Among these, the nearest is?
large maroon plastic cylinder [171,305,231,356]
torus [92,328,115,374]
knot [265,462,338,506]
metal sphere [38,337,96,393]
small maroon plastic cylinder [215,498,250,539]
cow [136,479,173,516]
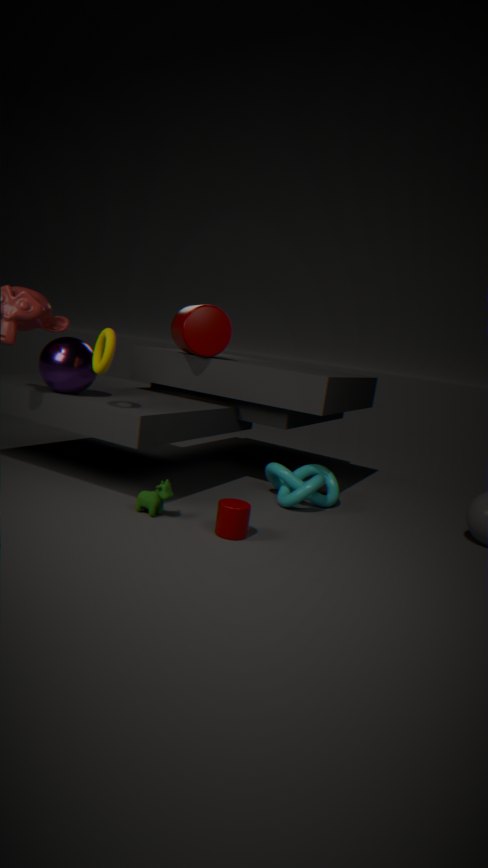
small maroon plastic cylinder [215,498,250,539]
